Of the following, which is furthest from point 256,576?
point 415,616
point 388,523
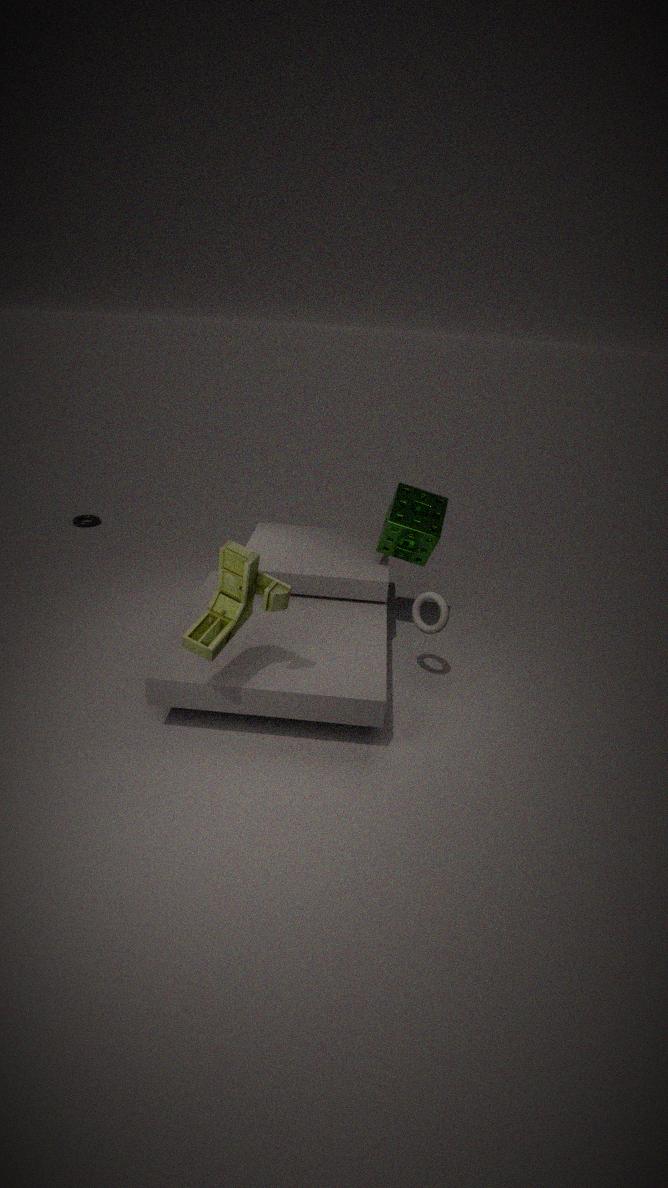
point 388,523
